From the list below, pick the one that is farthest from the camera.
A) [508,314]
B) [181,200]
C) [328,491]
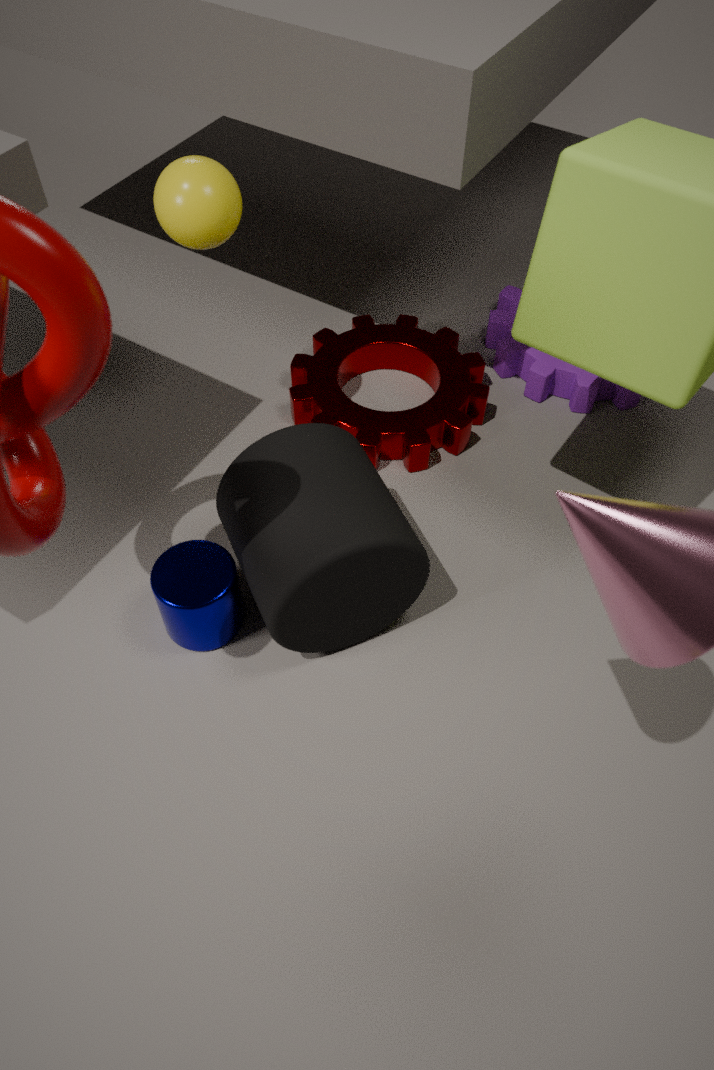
A. [508,314]
